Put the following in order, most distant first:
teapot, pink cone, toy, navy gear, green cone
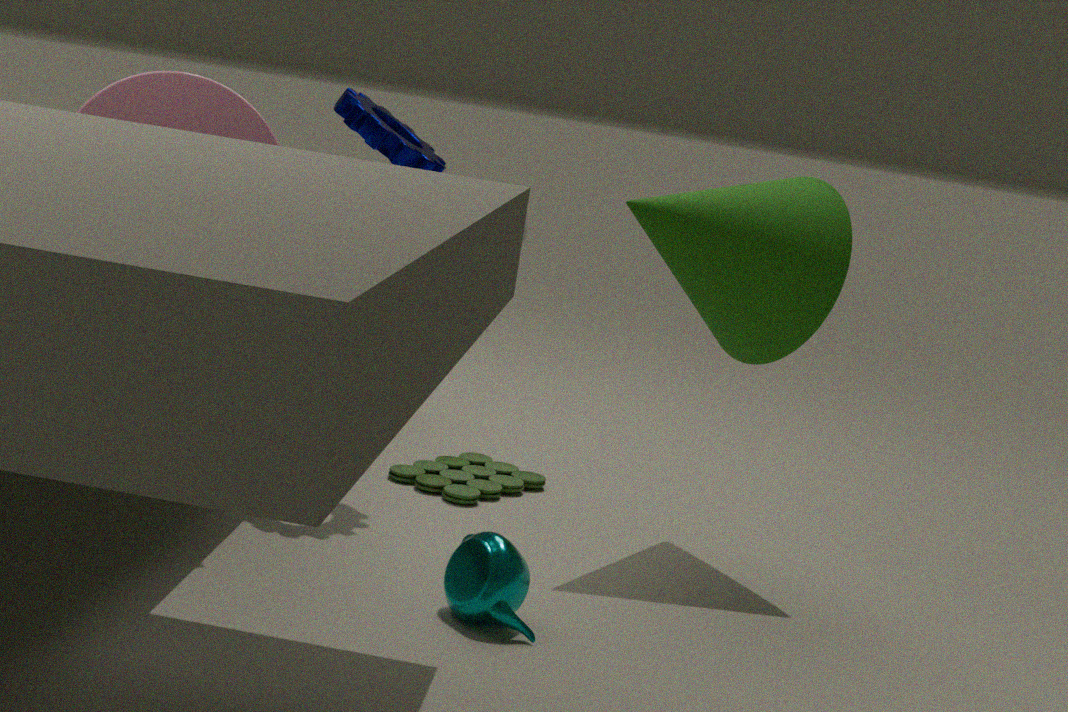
toy → navy gear → green cone → pink cone → teapot
